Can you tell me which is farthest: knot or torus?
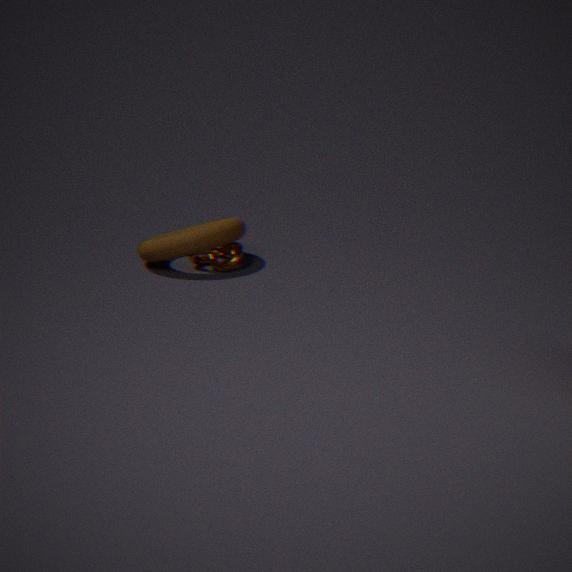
knot
